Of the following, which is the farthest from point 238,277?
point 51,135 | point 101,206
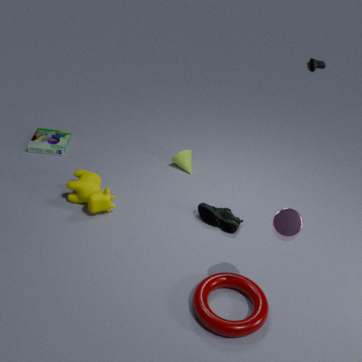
point 51,135
